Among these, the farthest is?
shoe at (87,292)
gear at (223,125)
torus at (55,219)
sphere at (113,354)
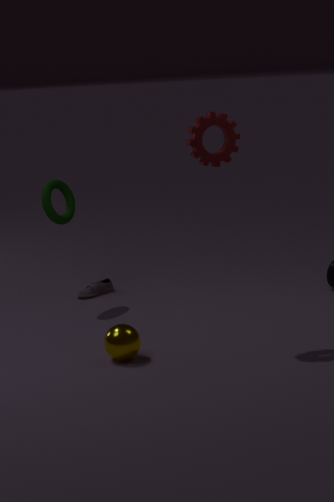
shoe at (87,292)
